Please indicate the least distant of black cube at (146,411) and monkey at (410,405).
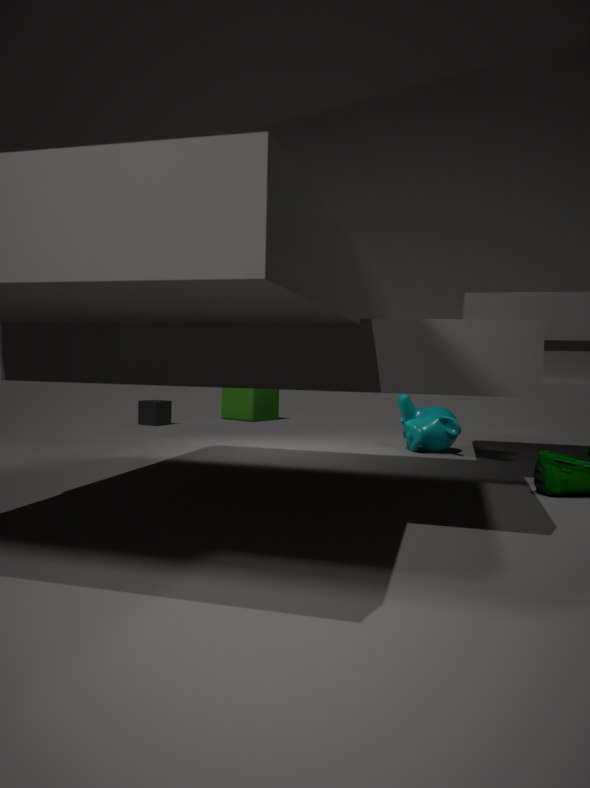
monkey at (410,405)
